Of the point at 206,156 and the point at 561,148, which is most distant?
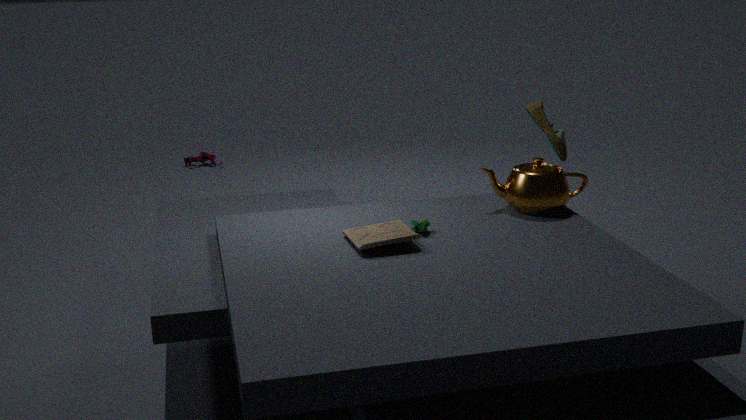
the point at 206,156
